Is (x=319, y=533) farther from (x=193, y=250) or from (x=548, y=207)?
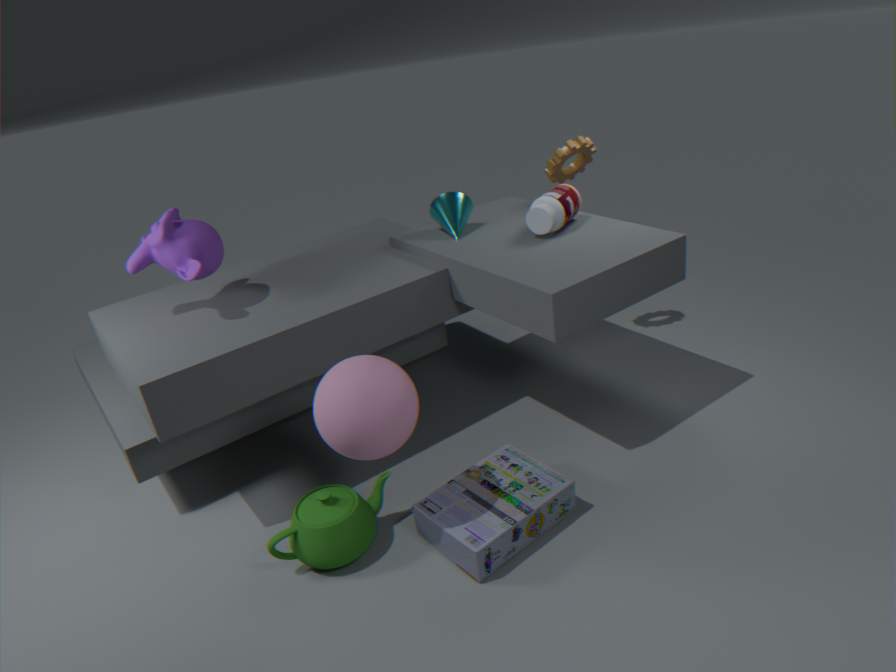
(x=548, y=207)
